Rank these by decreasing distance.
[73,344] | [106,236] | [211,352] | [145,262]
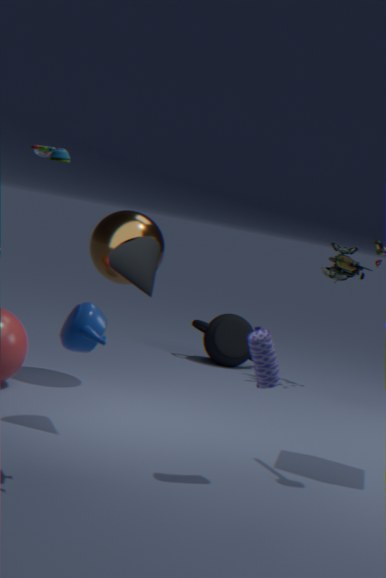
[211,352], [106,236], [145,262], [73,344]
